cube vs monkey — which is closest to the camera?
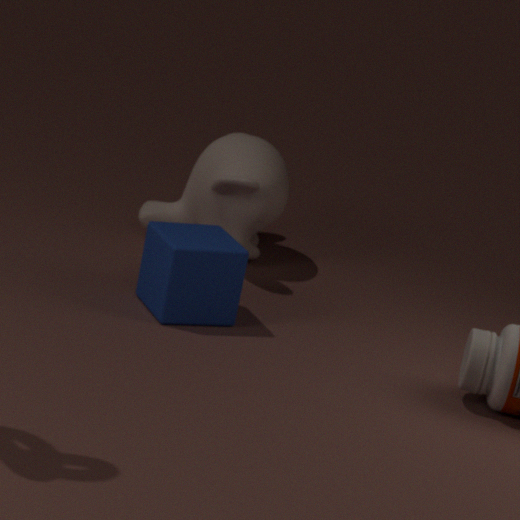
cube
